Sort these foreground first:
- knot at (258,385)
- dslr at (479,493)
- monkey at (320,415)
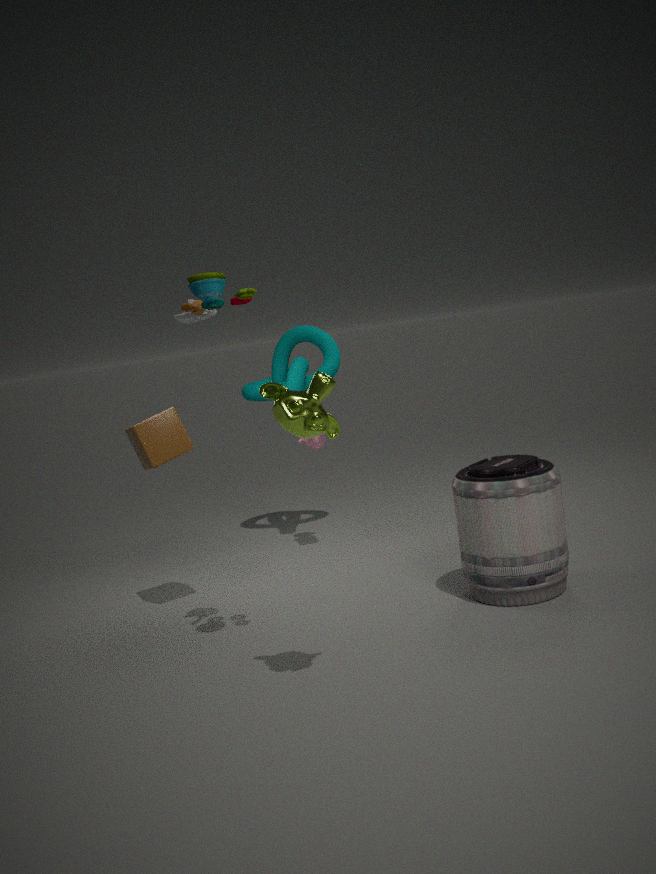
monkey at (320,415), dslr at (479,493), knot at (258,385)
